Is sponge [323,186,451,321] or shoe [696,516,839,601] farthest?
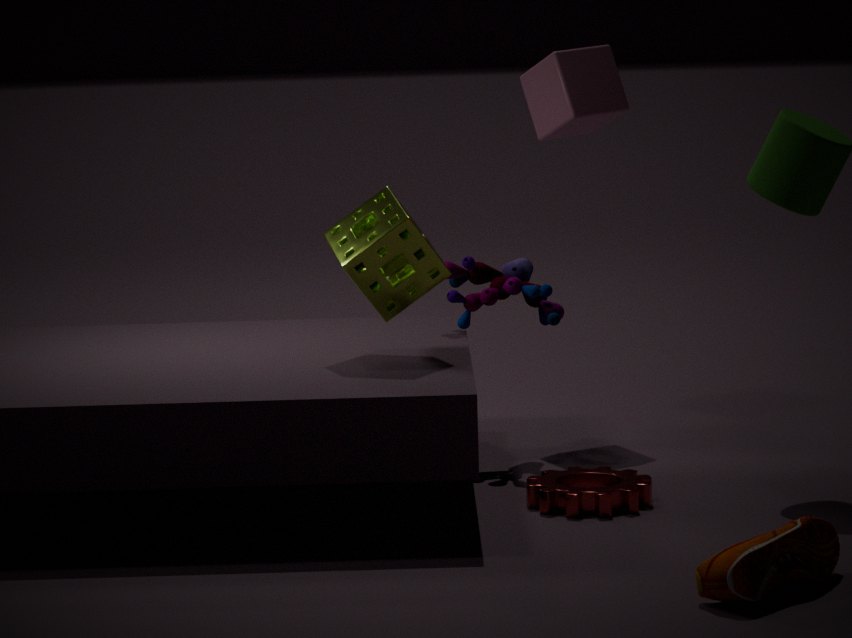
sponge [323,186,451,321]
